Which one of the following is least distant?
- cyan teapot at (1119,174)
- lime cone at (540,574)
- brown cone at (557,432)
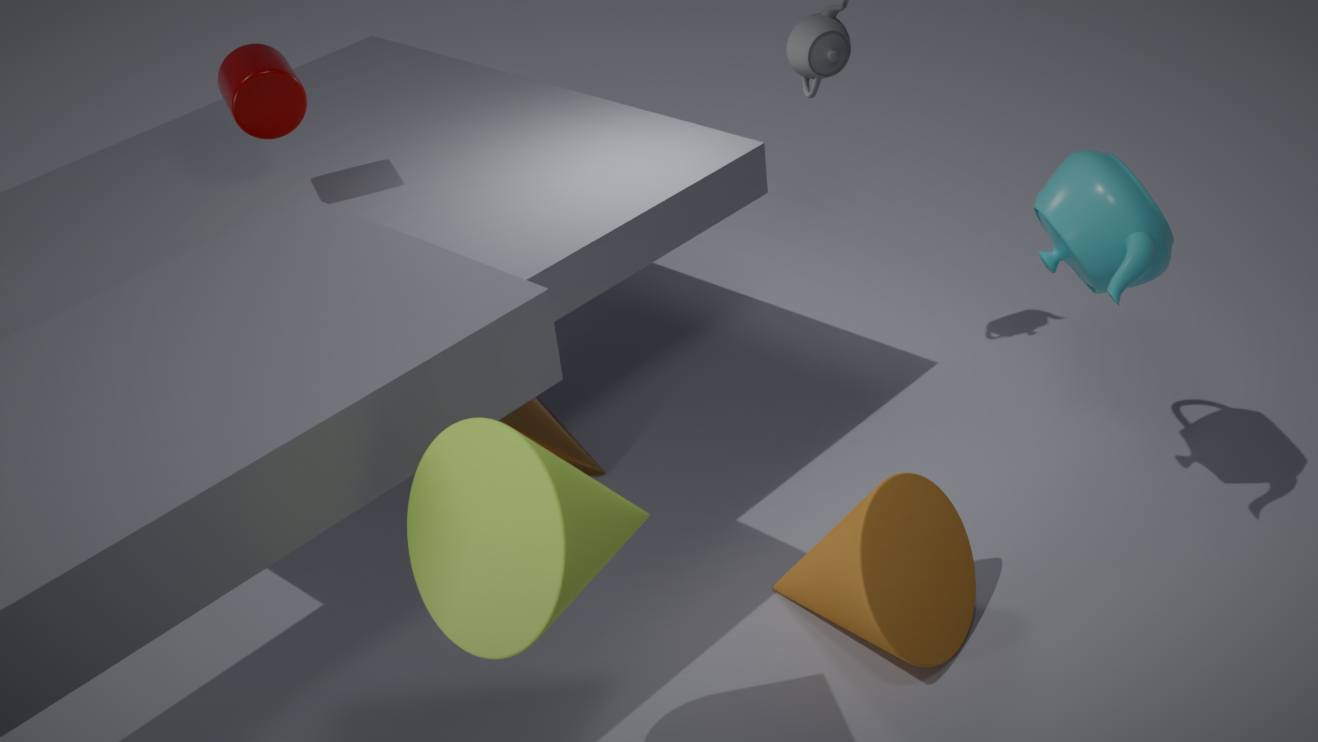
lime cone at (540,574)
